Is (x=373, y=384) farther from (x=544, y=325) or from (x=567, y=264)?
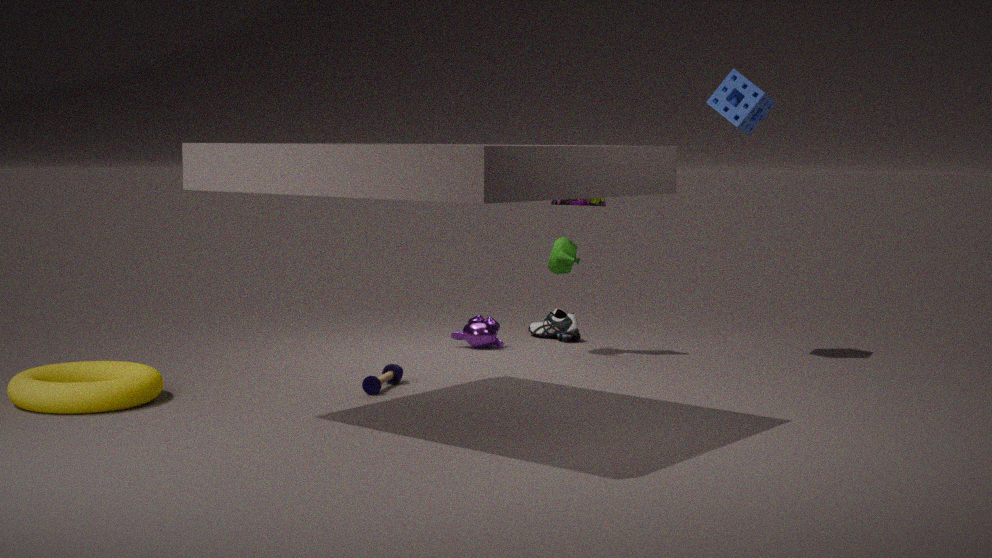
(x=544, y=325)
